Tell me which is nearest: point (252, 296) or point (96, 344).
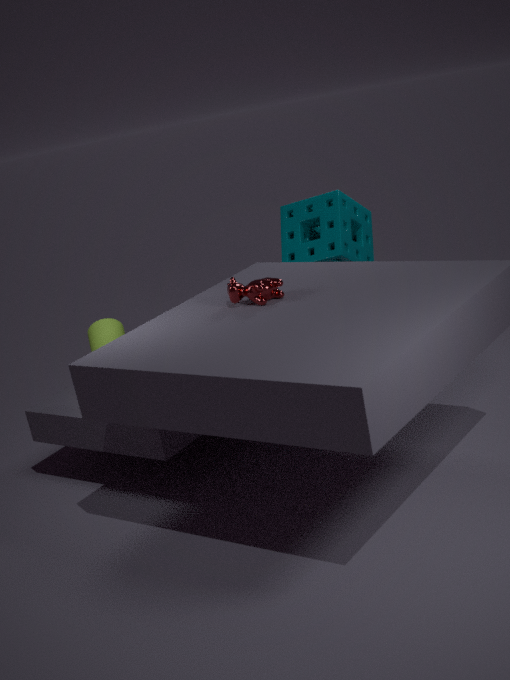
point (252, 296)
